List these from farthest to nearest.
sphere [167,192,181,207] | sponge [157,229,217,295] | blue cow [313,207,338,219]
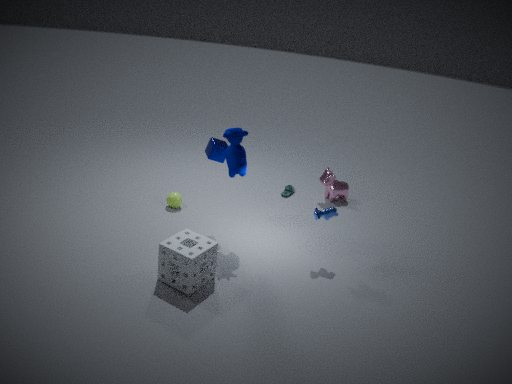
1. sphere [167,192,181,207]
2. blue cow [313,207,338,219]
3. sponge [157,229,217,295]
